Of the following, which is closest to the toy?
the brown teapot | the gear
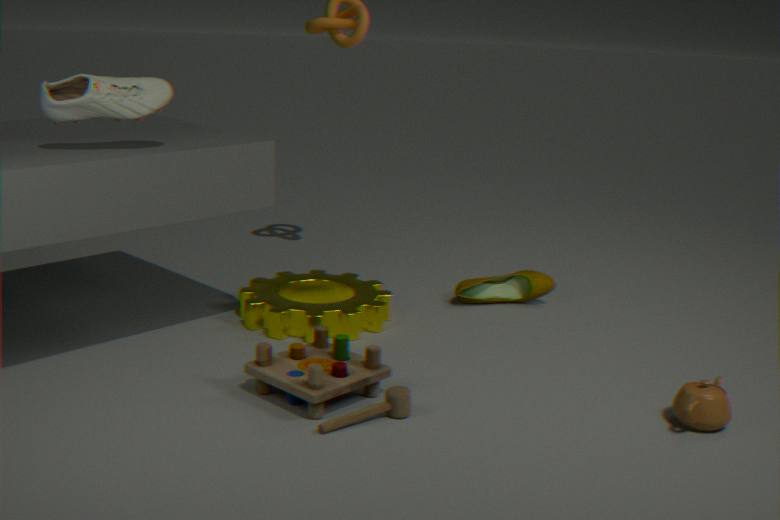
the gear
